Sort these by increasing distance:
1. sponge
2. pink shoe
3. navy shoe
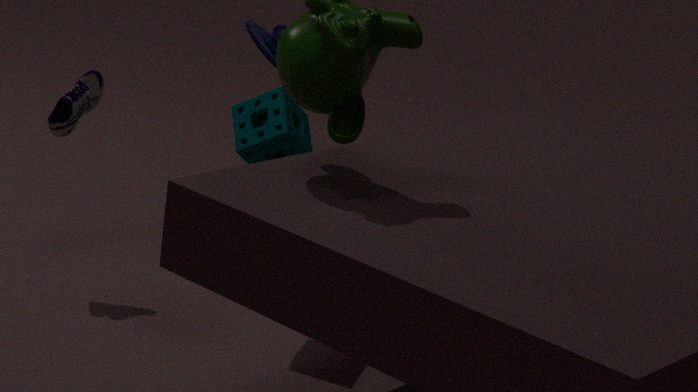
sponge
pink shoe
navy shoe
